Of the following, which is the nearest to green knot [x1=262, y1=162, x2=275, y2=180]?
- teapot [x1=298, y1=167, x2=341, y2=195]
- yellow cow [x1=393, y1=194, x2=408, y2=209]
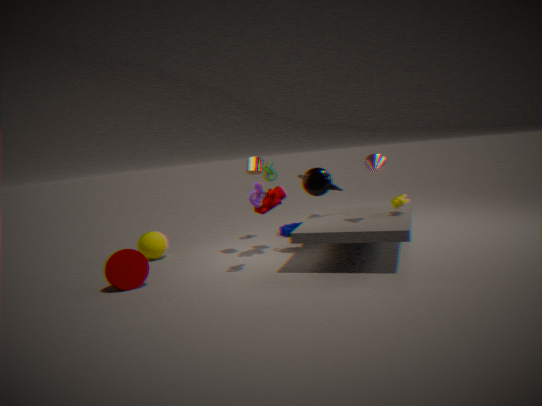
teapot [x1=298, y1=167, x2=341, y2=195]
